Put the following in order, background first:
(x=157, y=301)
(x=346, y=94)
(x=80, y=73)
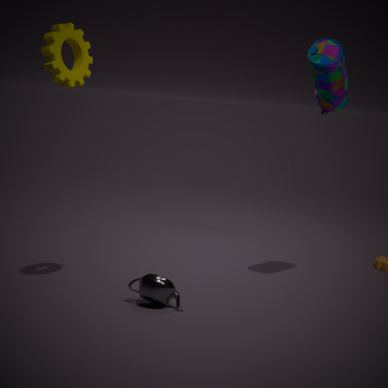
(x=346, y=94)
(x=80, y=73)
(x=157, y=301)
